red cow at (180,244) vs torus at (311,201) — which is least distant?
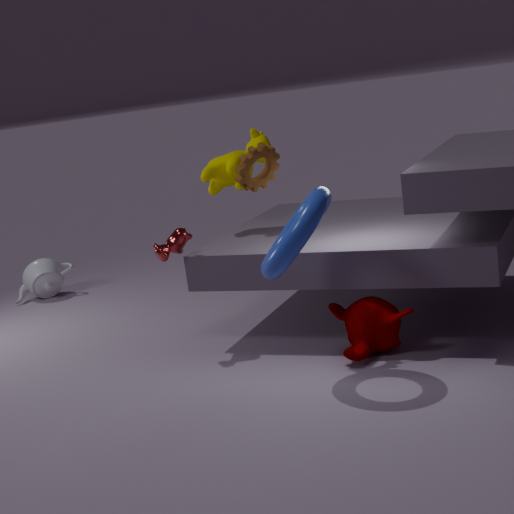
torus at (311,201)
